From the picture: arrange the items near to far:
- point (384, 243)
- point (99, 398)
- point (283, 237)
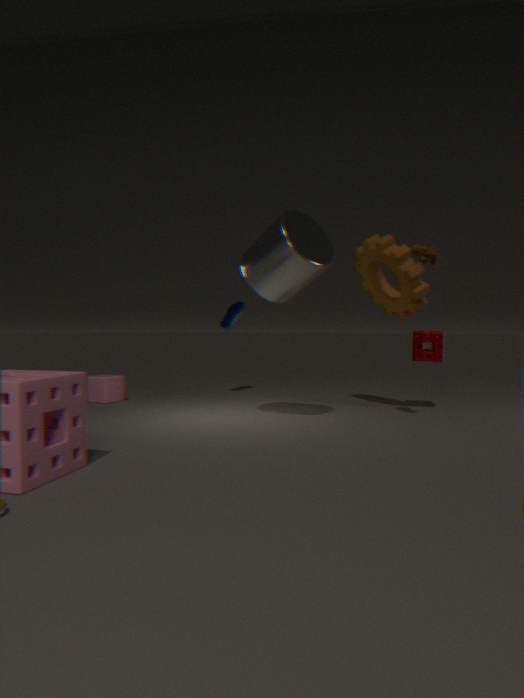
point (283, 237), point (384, 243), point (99, 398)
